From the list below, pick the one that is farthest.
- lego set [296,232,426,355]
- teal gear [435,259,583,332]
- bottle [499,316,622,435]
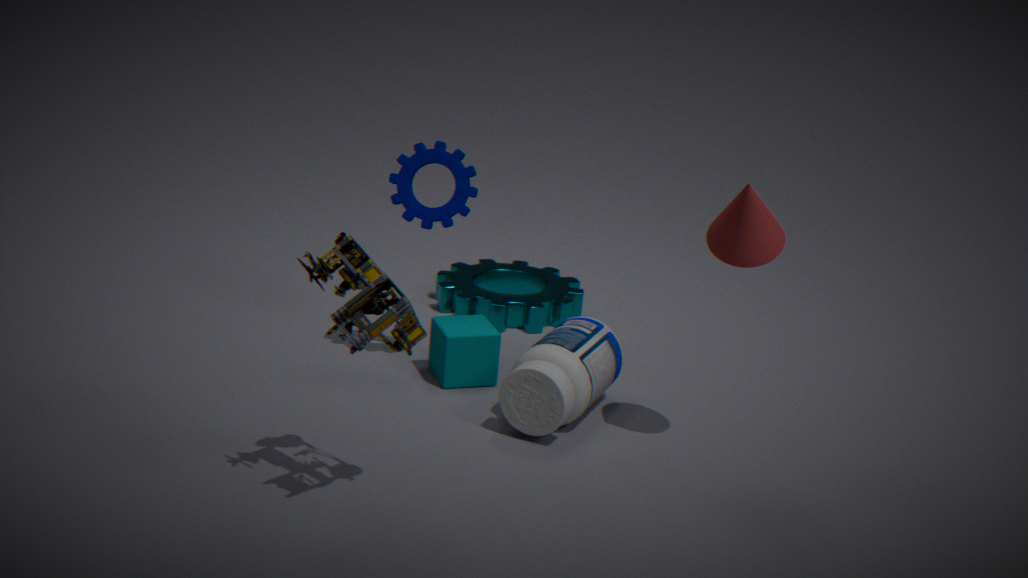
teal gear [435,259,583,332]
